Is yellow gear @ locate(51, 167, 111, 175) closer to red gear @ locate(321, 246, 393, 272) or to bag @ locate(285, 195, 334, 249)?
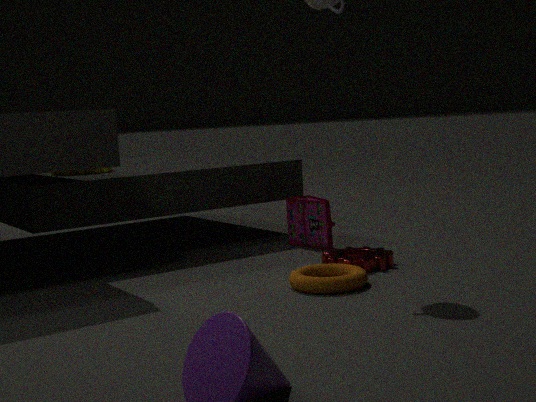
bag @ locate(285, 195, 334, 249)
